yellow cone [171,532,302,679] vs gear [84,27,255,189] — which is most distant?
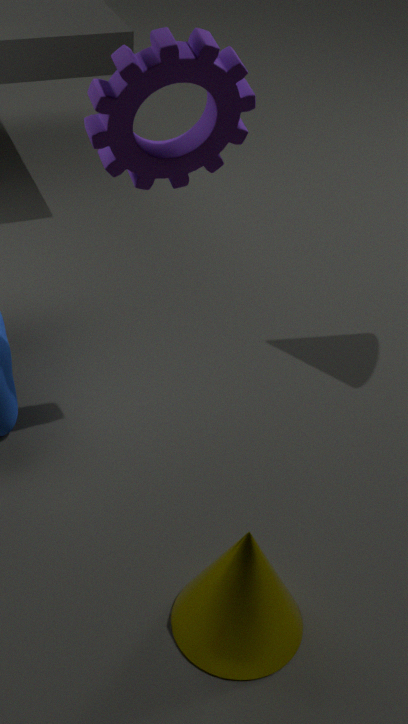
yellow cone [171,532,302,679]
